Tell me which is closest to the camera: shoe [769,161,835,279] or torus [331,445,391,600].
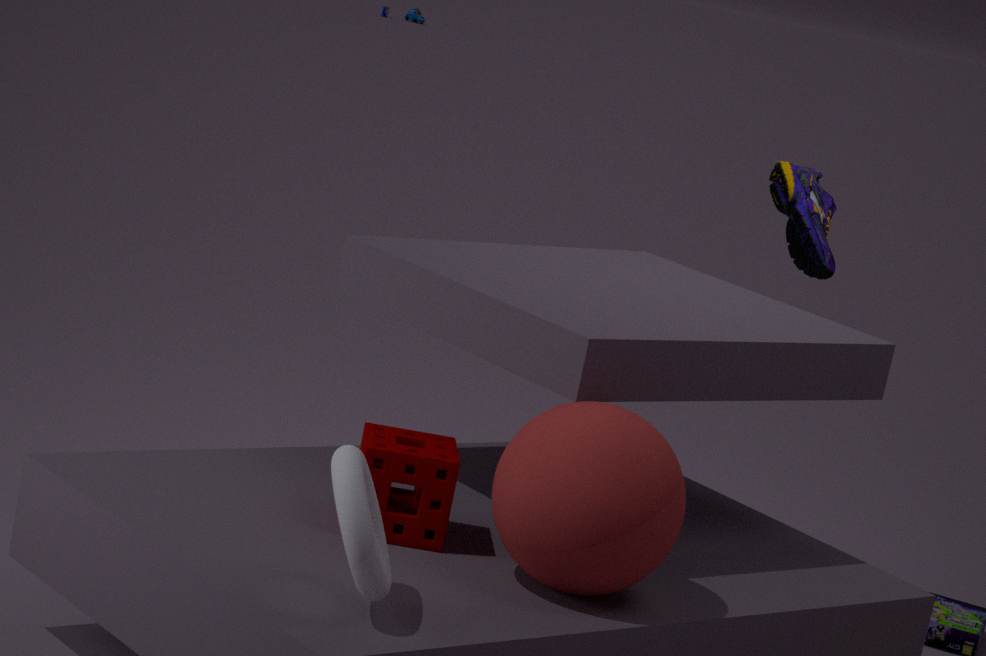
torus [331,445,391,600]
